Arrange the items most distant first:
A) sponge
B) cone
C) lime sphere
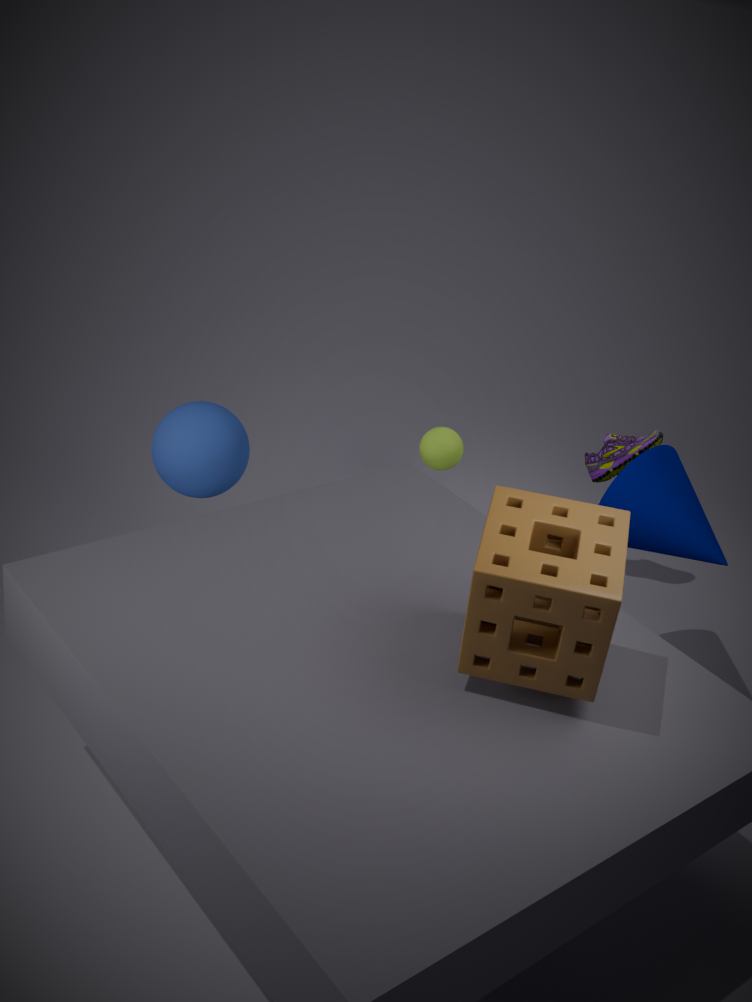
lime sphere < cone < sponge
